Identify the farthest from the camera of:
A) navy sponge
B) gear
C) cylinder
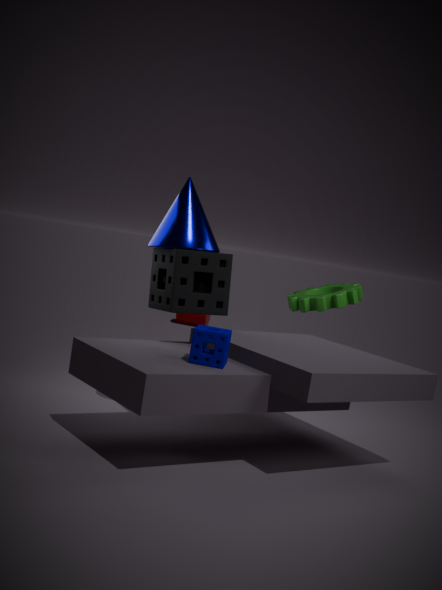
cylinder
